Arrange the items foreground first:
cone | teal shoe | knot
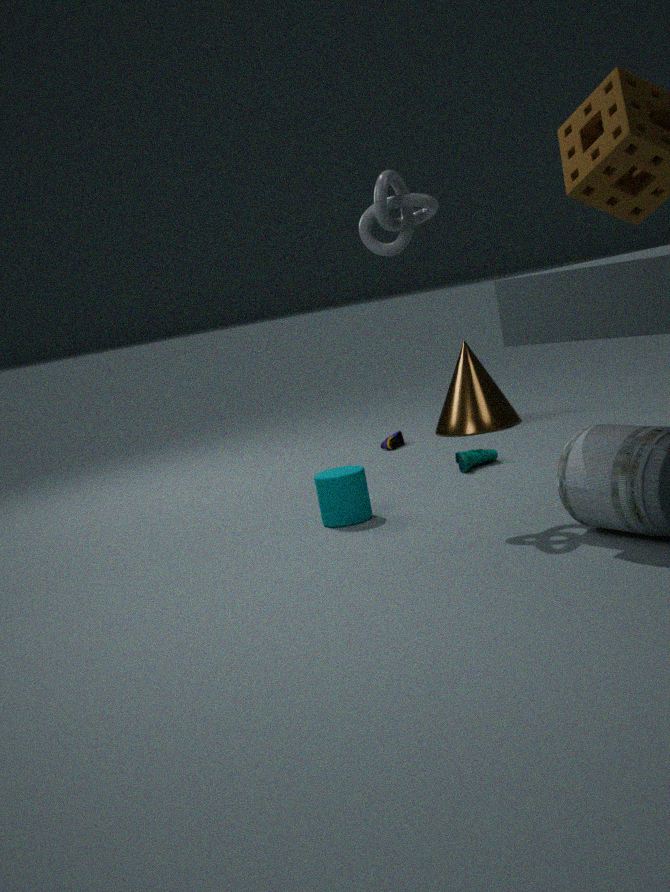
knot → teal shoe → cone
